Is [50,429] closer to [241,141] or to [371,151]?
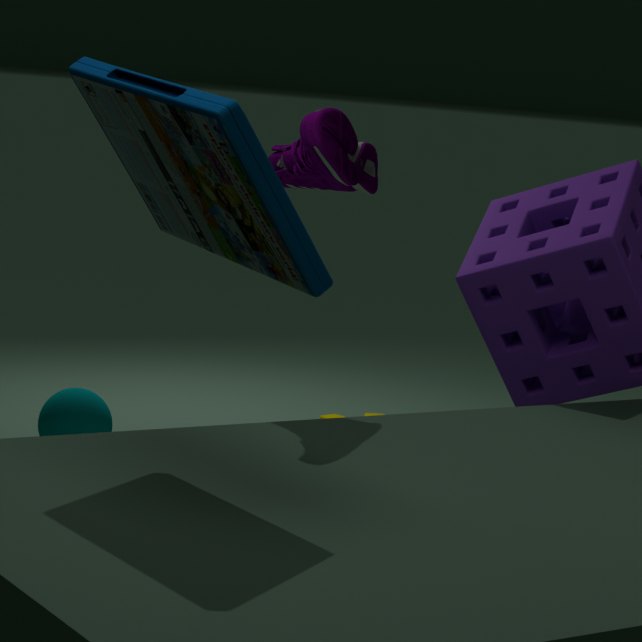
[371,151]
